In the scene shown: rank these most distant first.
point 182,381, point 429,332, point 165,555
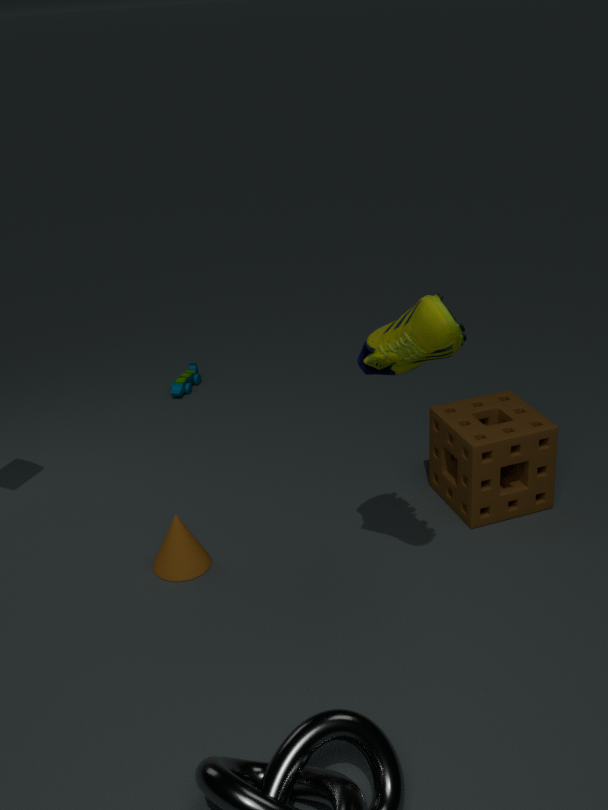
point 182,381, point 165,555, point 429,332
